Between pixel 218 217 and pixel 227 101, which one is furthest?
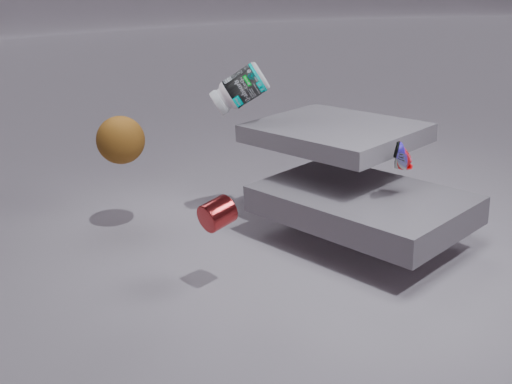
pixel 227 101
